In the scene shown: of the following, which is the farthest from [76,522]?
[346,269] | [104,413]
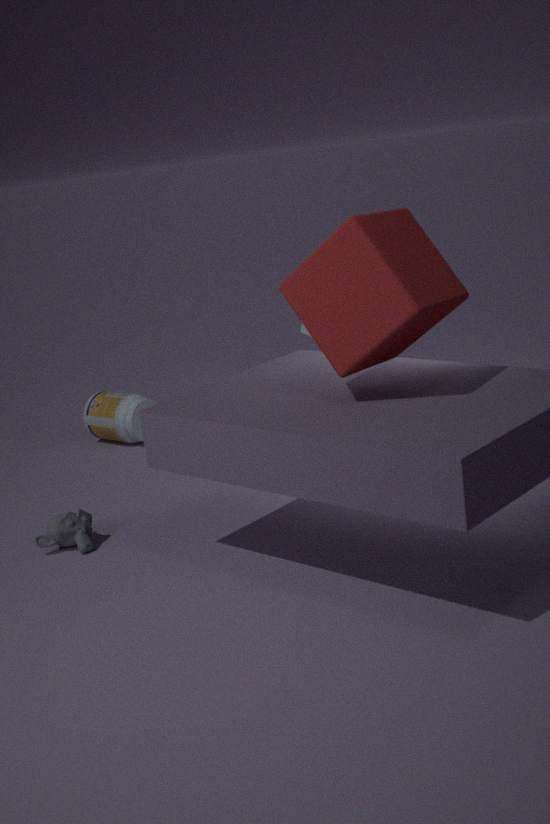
[346,269]
